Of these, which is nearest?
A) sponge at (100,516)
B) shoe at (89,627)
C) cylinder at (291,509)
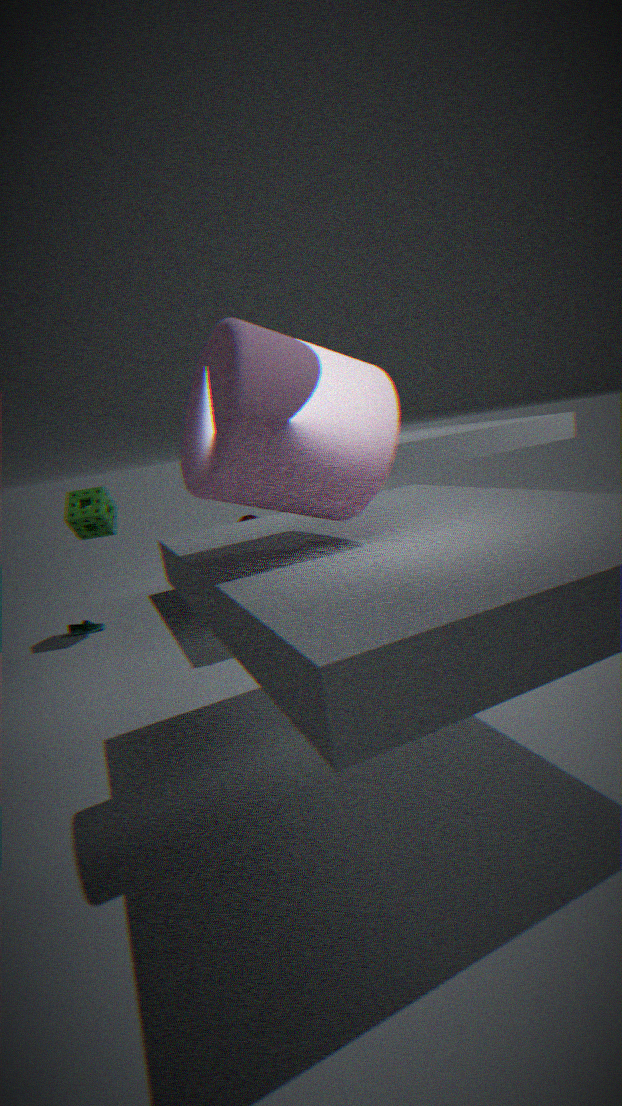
cylinder at (291,509)
